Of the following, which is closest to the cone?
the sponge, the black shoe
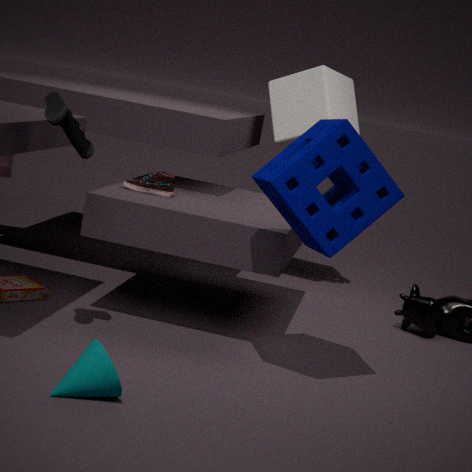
the black shoe
